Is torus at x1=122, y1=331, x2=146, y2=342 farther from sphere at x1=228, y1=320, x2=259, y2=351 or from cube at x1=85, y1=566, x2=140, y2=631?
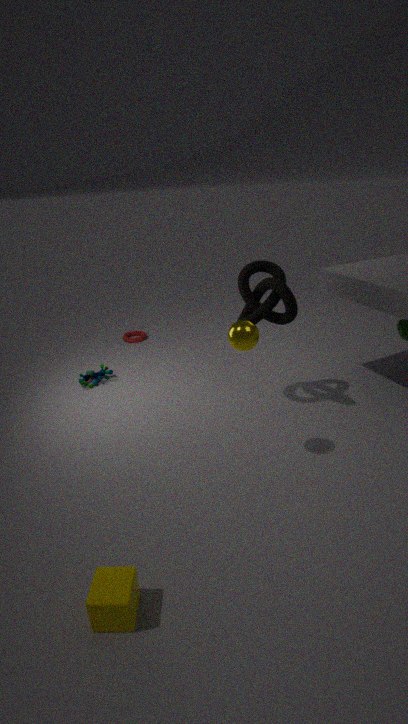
cube at x1=85, y1=566, x2=140, y2=631
